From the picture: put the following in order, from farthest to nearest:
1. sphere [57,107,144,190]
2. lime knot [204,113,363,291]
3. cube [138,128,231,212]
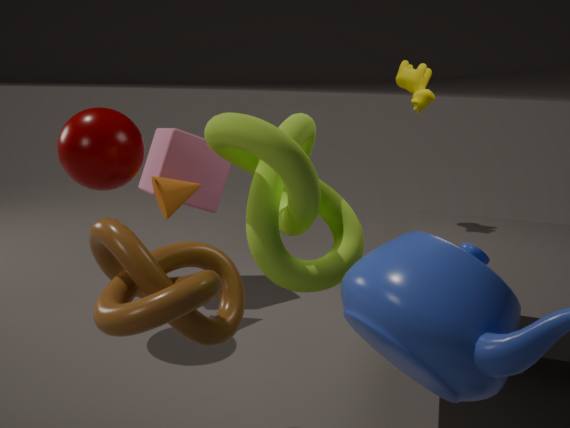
cube [138,128,231,212] < sphere [57,107,144,190] < lime knot [204,113,363,291]
